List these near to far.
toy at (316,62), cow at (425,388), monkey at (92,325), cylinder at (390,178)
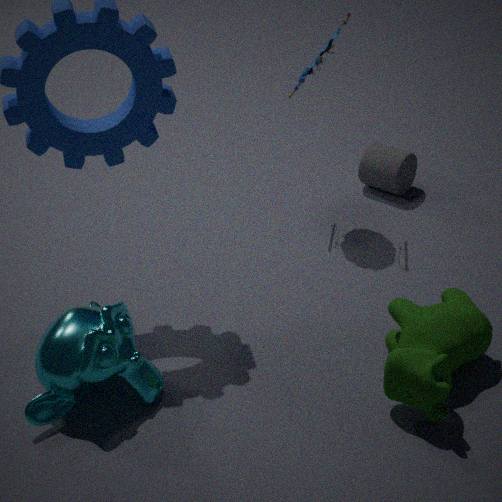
cow at (425,388)
monkey at (92,325)
toy at (316,62)
cylinder at (390,178)
